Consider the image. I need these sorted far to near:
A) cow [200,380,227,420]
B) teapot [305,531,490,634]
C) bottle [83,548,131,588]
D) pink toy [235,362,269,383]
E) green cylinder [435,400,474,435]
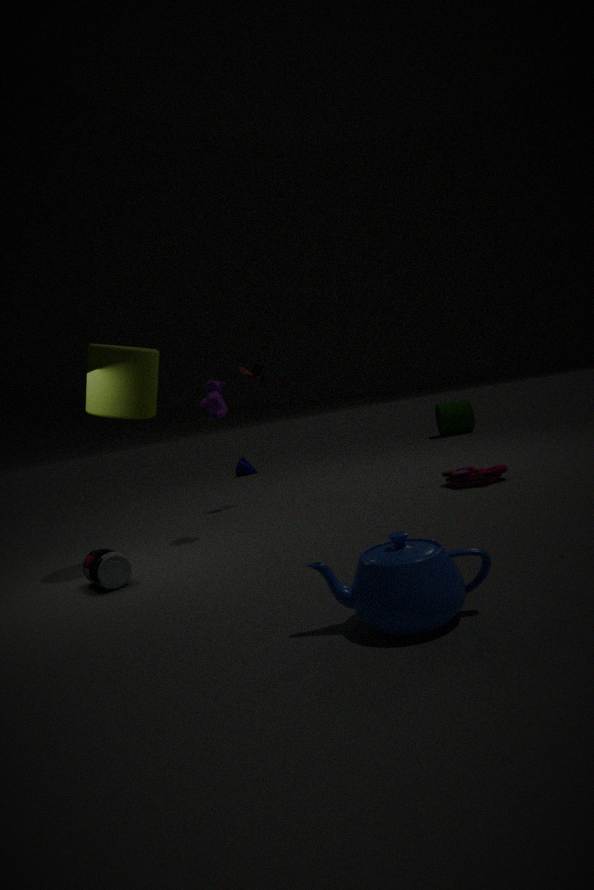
green cylinder [435,400,474,435] → pink toy [235,362,269,383] → cow [200,380,227,420] → bottle [83,548,131,588] → teapot [305,531,490,634]
